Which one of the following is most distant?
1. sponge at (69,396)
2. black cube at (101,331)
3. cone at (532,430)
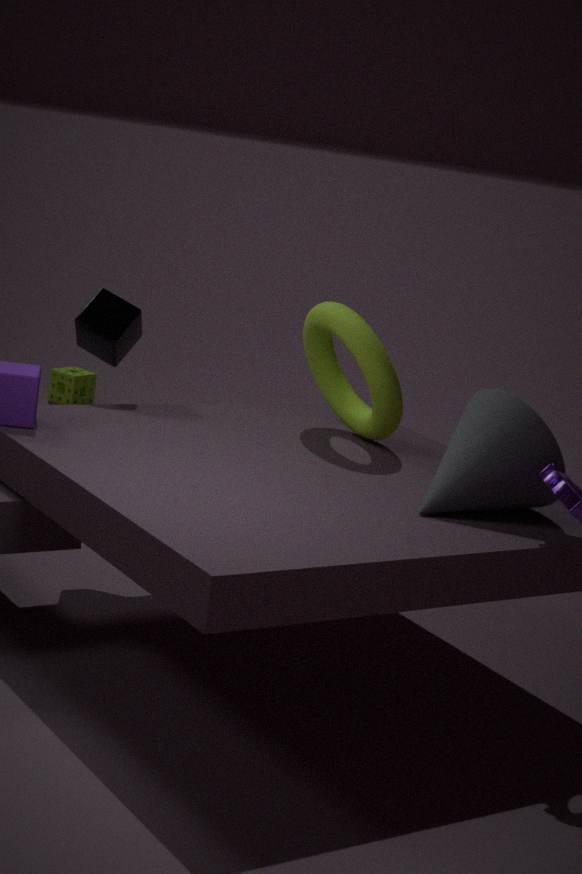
sponge at (69,396)
